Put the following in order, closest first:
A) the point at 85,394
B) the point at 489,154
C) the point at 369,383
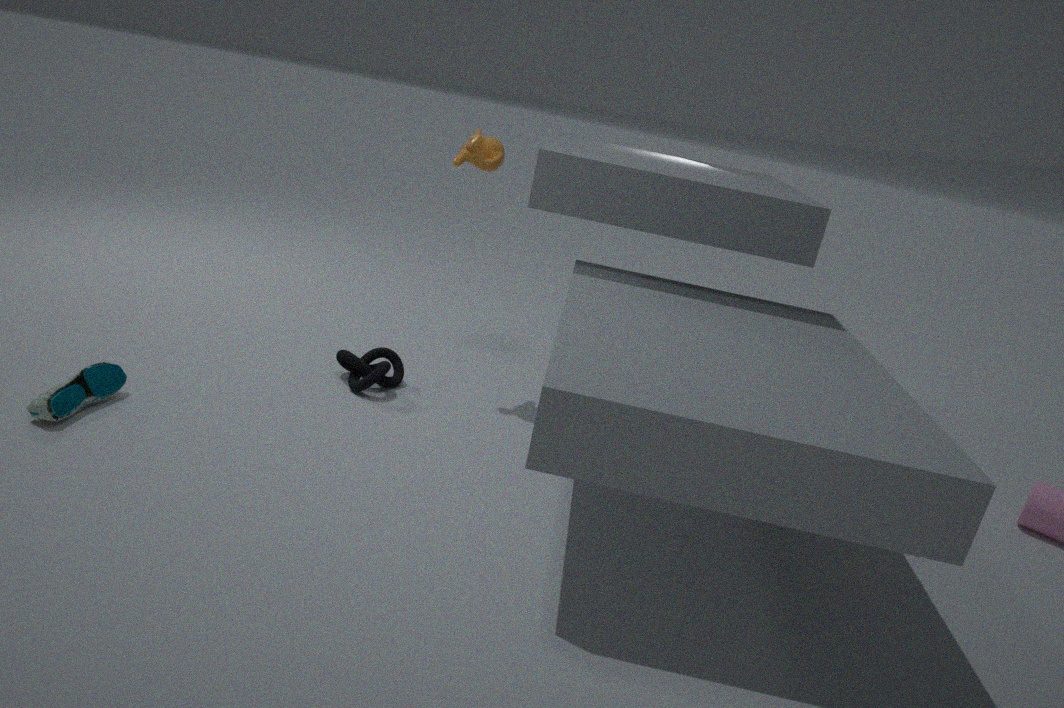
1. the point at 85,394
2. the point at 489,154
3. the point at 369,383
